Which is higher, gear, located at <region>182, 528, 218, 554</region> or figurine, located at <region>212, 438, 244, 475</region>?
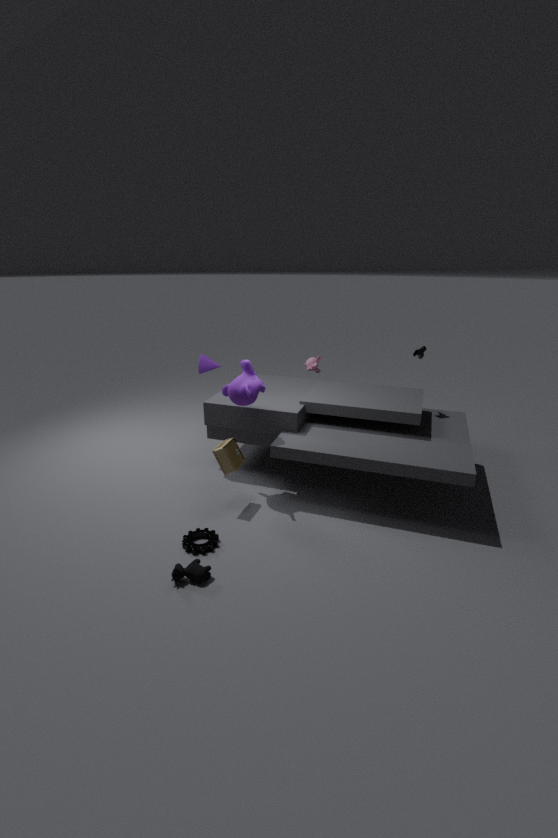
figurine, located at <region>212, 438, 244, 475</region>
